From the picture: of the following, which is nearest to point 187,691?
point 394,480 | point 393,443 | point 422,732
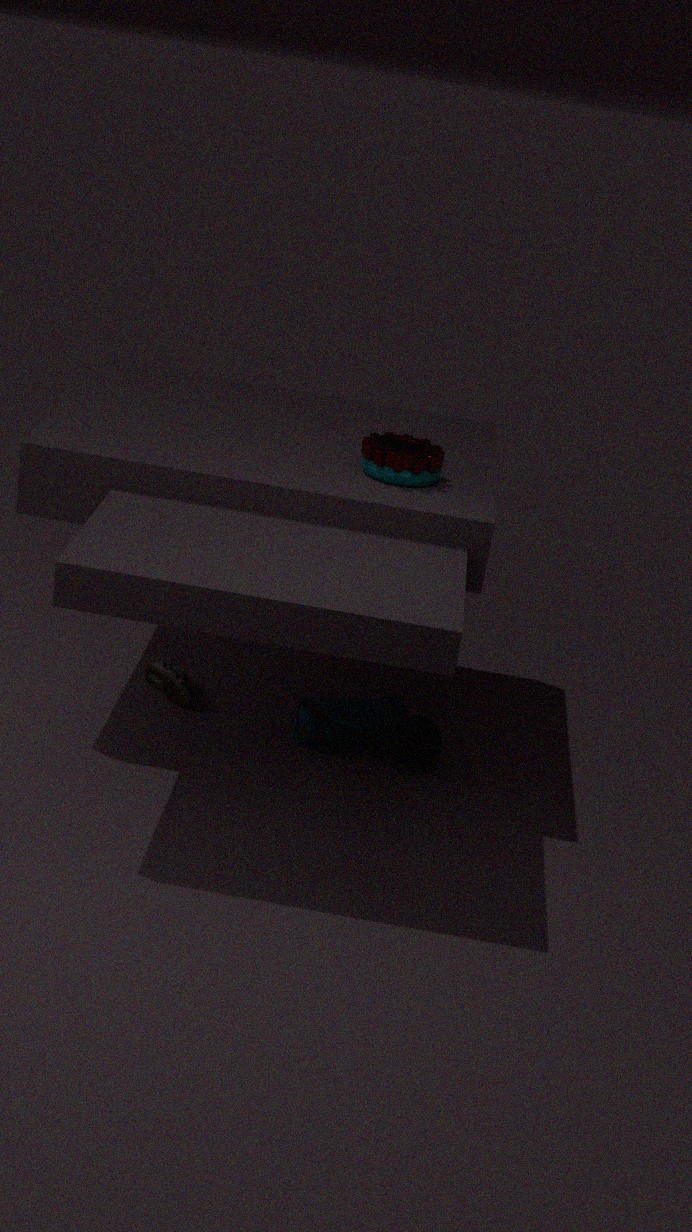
point 422,732
